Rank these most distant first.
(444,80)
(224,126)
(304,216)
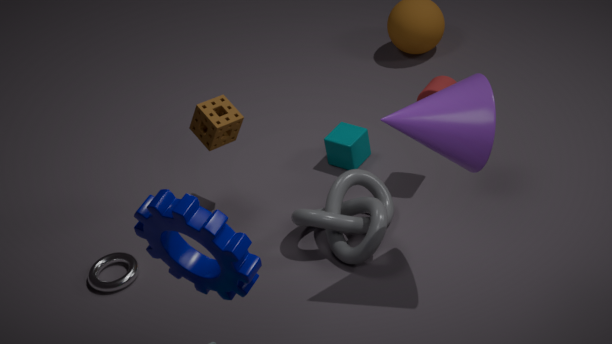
(224,126) → (444,80) → (304,216)
